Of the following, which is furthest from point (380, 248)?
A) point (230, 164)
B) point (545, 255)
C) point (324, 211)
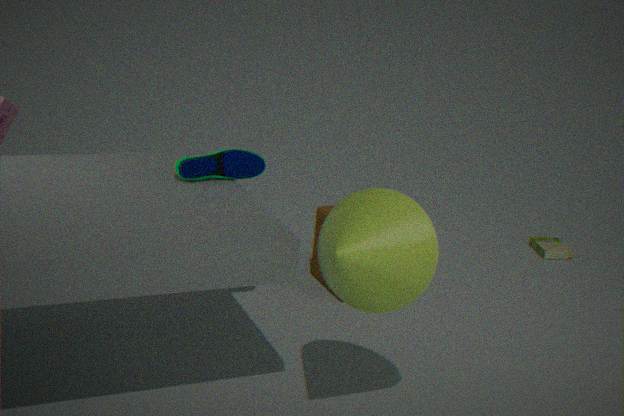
point (545, 255)
